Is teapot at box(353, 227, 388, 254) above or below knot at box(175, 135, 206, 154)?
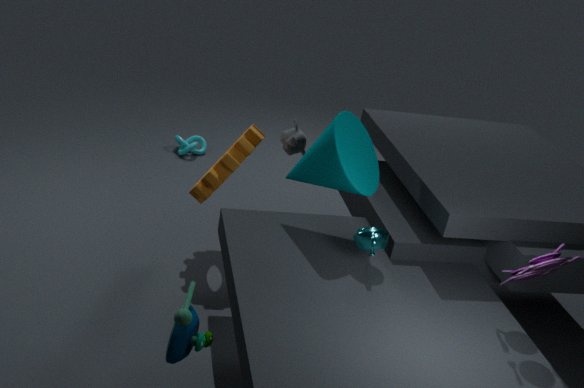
above
